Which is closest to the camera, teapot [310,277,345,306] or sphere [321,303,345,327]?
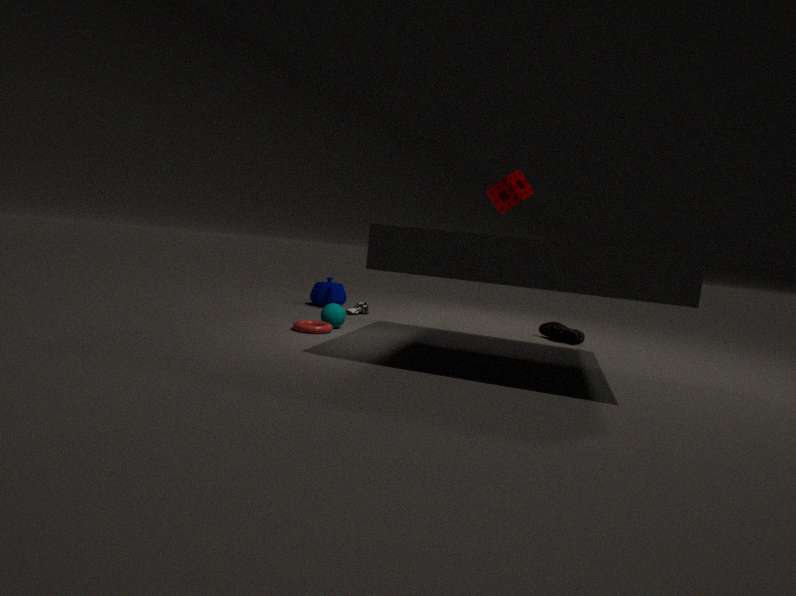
sphere [321,303,345,327]
